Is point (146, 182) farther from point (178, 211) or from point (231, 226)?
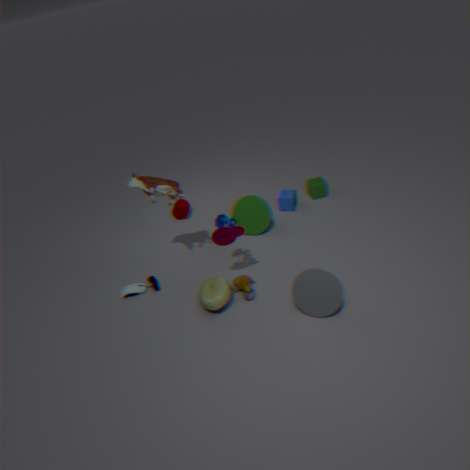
point (178, 211)
